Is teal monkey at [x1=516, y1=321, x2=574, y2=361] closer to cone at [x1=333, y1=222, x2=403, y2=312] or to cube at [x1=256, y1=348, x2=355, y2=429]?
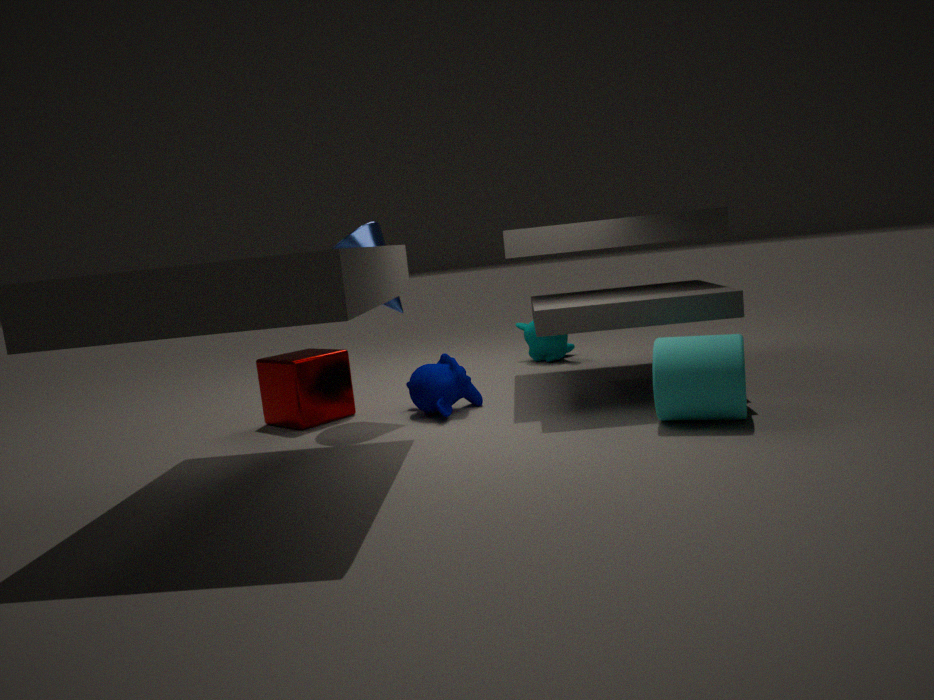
cone at [x1=333, y1=222, x2=403, y2=312]
